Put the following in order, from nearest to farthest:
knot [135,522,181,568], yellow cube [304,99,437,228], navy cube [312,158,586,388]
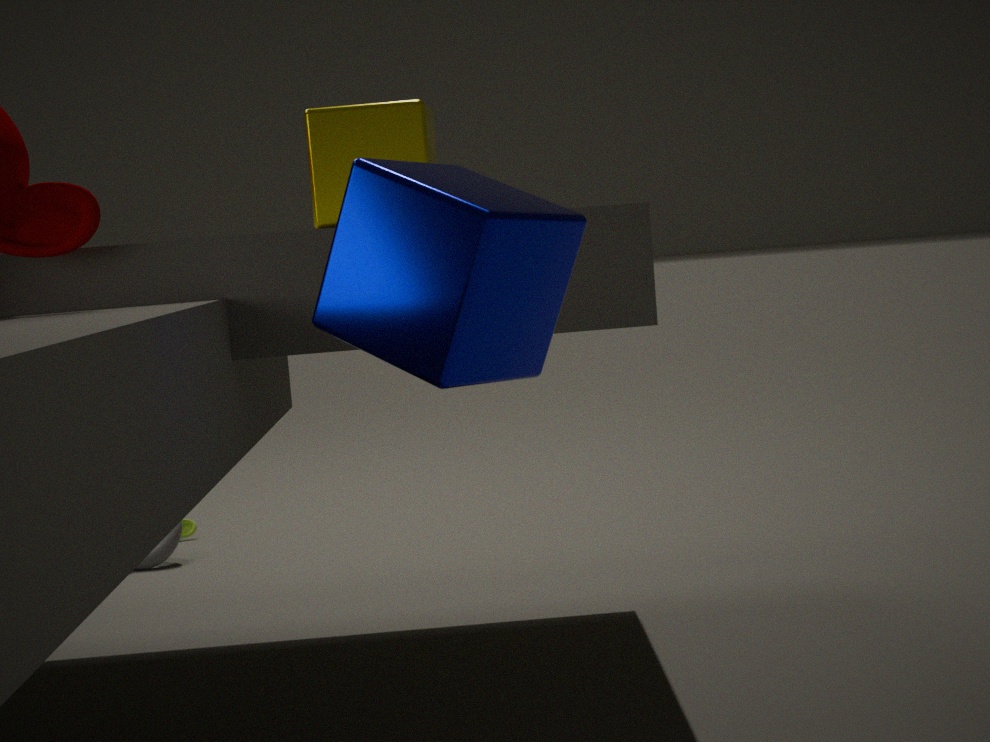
navy cube [312,158,586,388], yellow cube [304,99,437,228], knot [135,522,181,568]
